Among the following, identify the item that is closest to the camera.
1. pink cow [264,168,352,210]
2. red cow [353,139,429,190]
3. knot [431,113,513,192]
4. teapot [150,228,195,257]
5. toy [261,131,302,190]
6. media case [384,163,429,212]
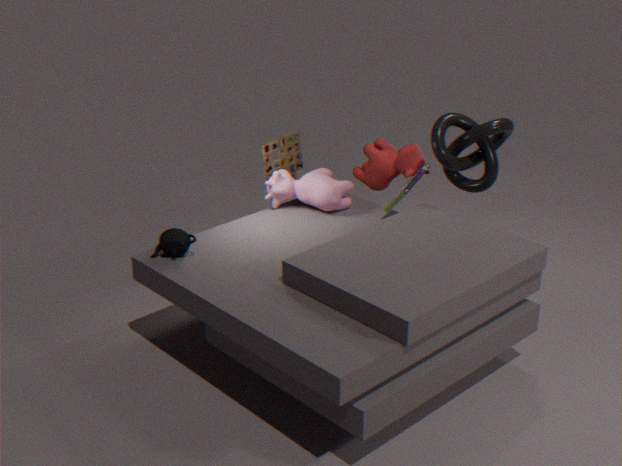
teapot [150,228,195,257]
